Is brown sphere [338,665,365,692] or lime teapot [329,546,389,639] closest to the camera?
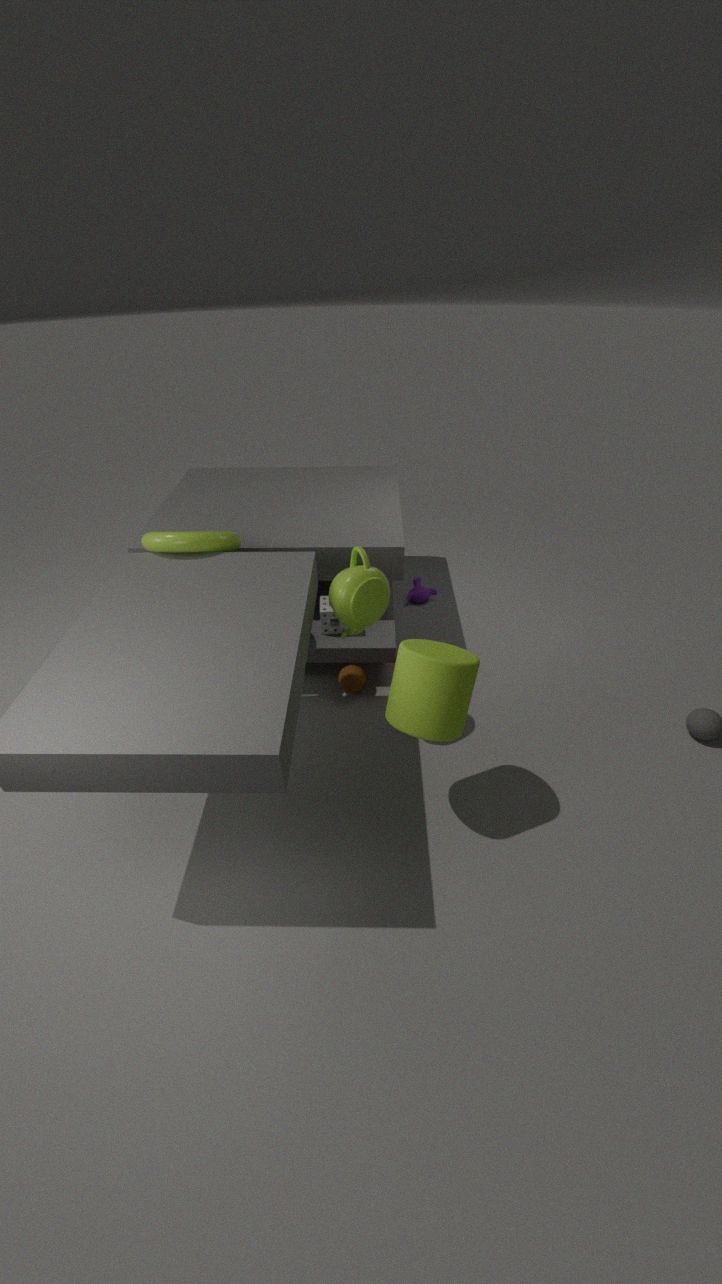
lime teapot [329,546,389,639]
